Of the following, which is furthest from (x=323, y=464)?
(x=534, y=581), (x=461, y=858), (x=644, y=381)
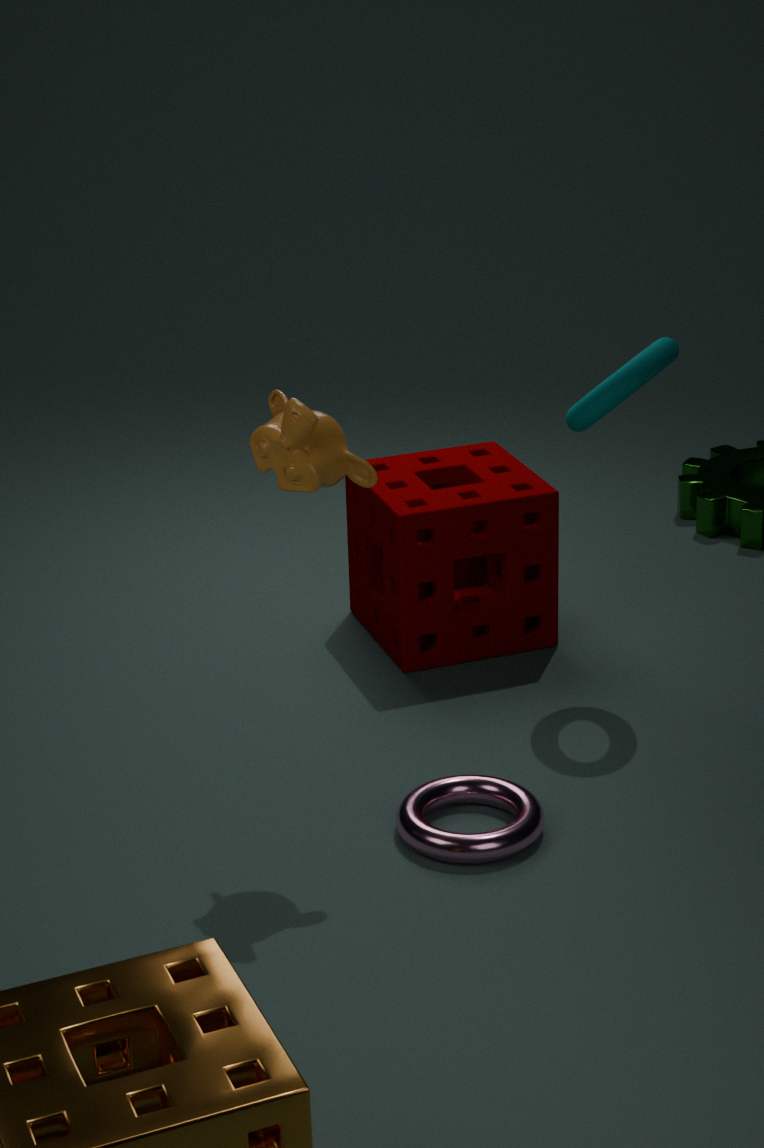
(x=534, y=581)
